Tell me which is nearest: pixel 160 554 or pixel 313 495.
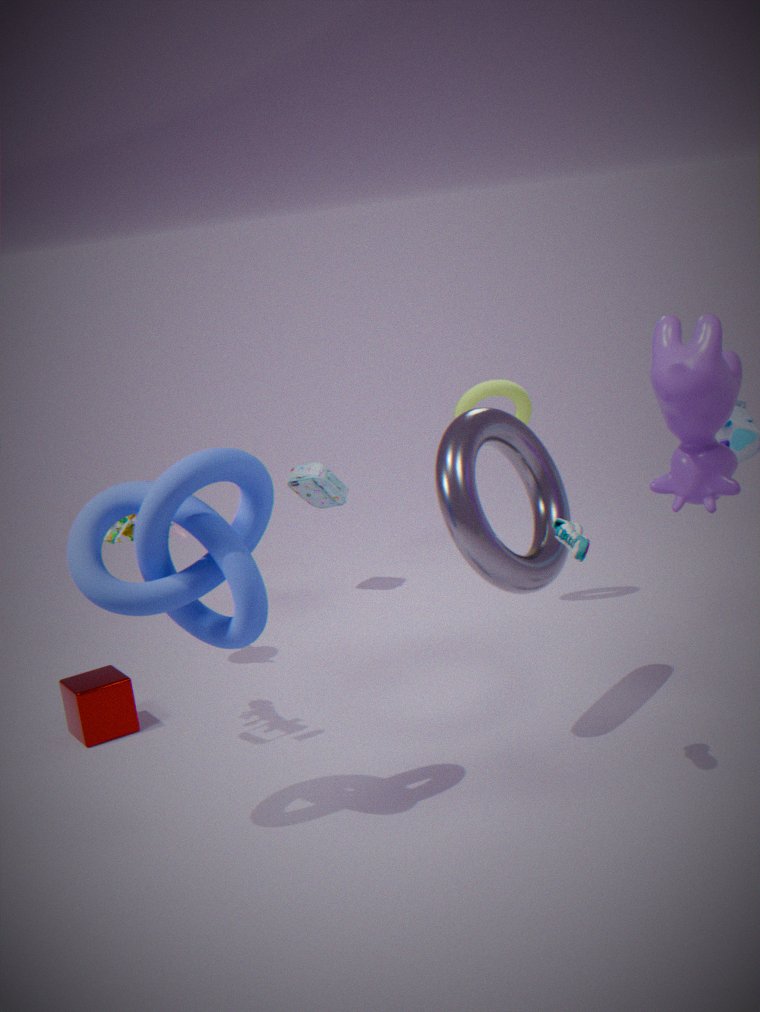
pixel 160 554
